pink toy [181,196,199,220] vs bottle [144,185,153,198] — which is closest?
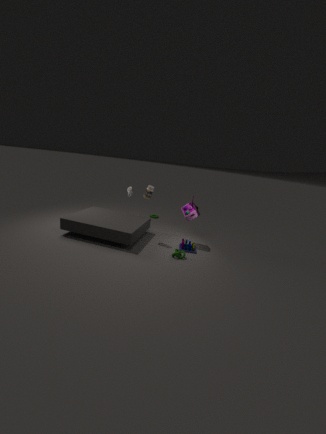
bottle [144,185,153,198]
